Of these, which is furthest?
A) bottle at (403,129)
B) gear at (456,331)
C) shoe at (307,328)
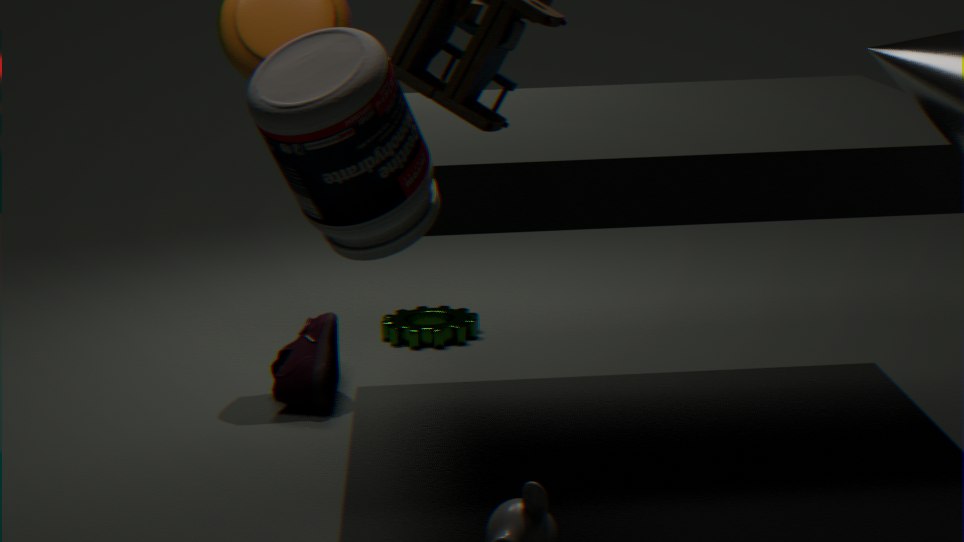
gear at (456,331)
